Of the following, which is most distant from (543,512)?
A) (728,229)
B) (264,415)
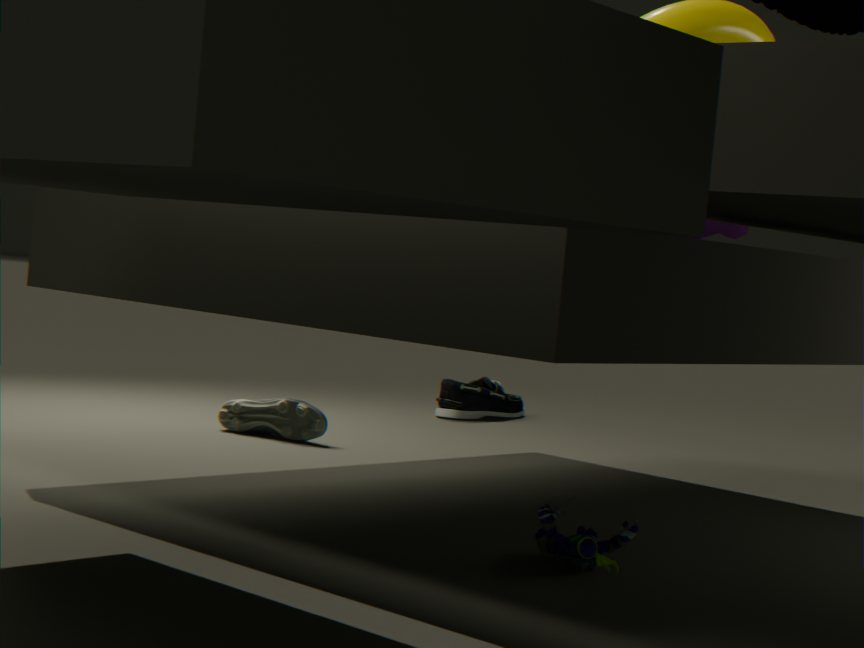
(264,415)
